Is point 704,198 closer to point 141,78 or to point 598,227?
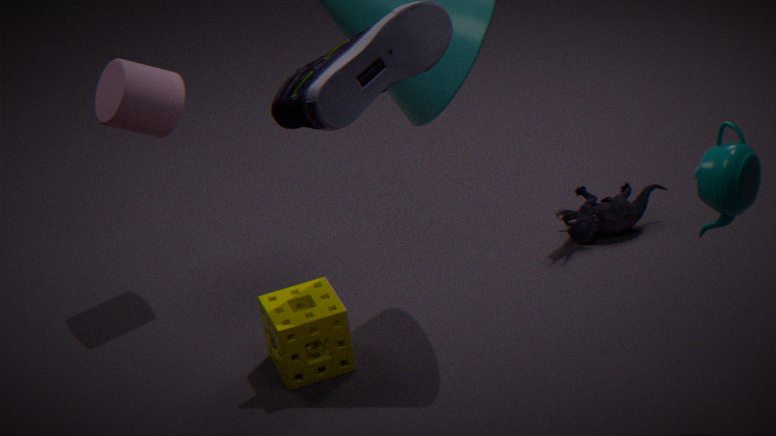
point 598,227
